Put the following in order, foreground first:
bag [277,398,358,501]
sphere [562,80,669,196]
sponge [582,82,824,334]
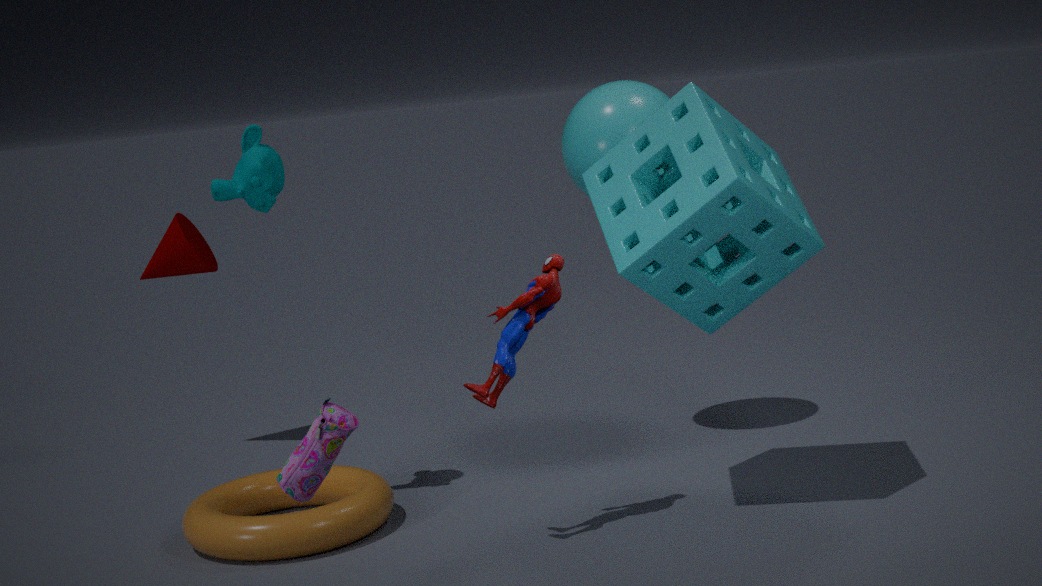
1. bag [277,398,358,501]
2. sponge [582,82,824,334]
3. sphere [562,80,669,196]
